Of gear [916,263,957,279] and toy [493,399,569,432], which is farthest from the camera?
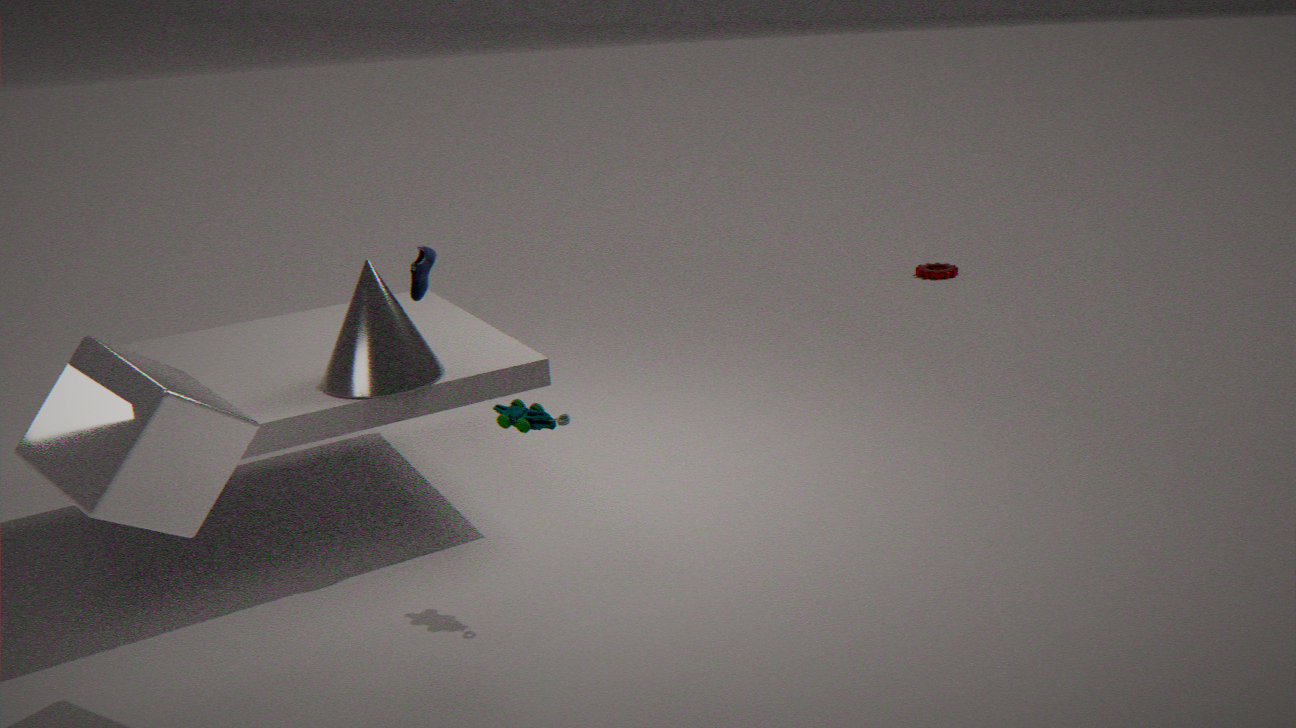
gear [916,263,957,279]
